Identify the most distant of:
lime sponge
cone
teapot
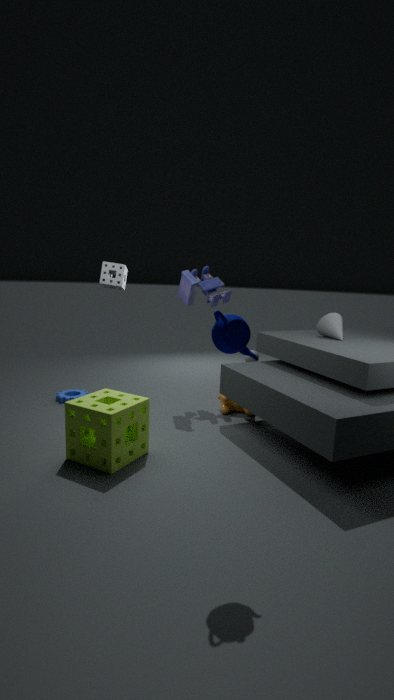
cone
